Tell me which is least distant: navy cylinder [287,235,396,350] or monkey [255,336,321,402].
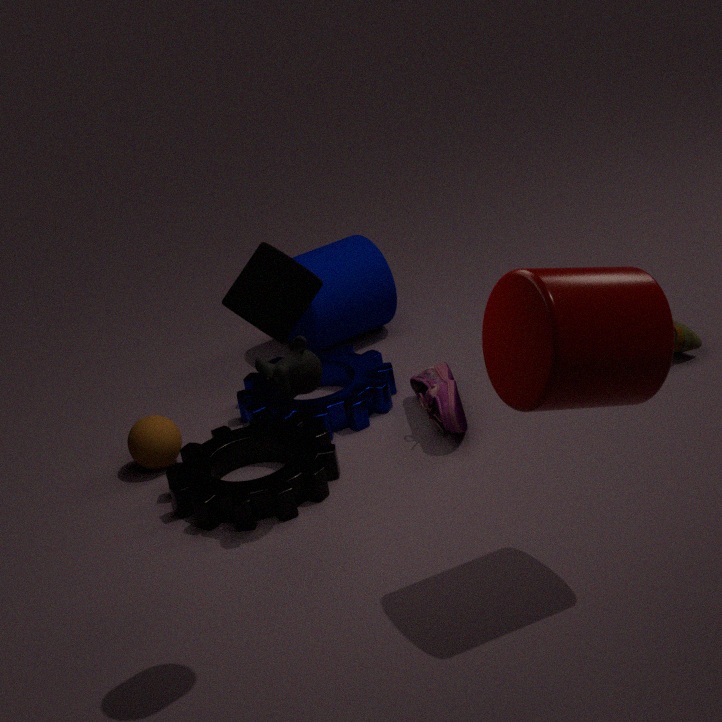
monkey [255,336,321,402]
